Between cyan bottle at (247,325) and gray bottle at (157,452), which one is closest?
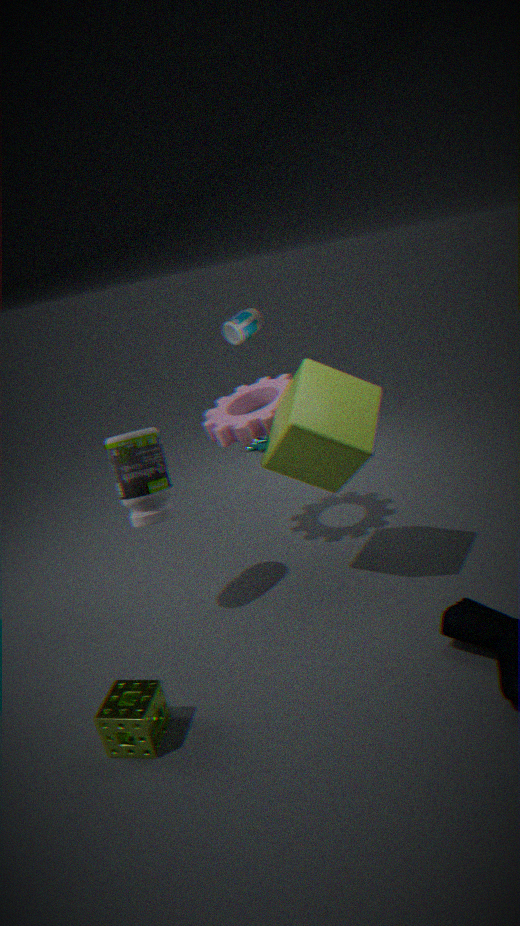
gray bottle at (157,452)
